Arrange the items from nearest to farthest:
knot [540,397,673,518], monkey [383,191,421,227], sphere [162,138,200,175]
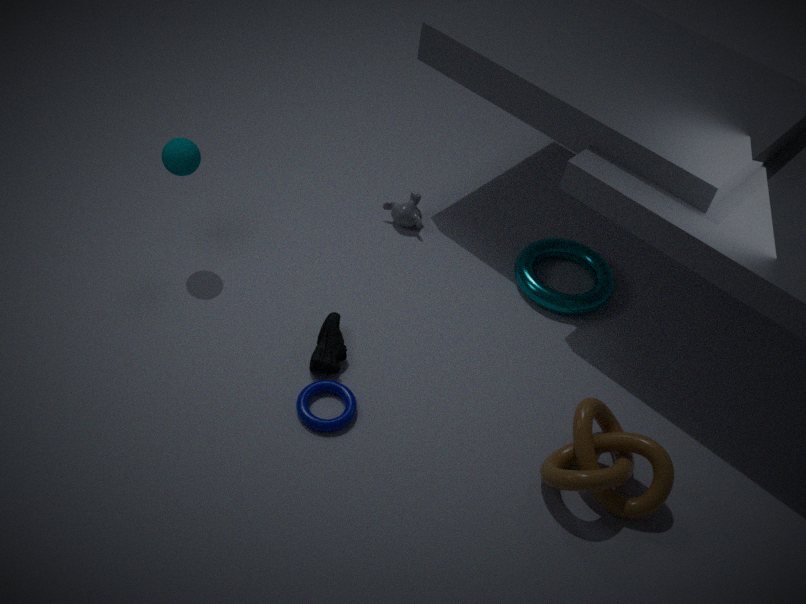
1. knot [540,397,673,518]
2. sphere [162,138,200,175]
3. monkey [383,191,421,227]
